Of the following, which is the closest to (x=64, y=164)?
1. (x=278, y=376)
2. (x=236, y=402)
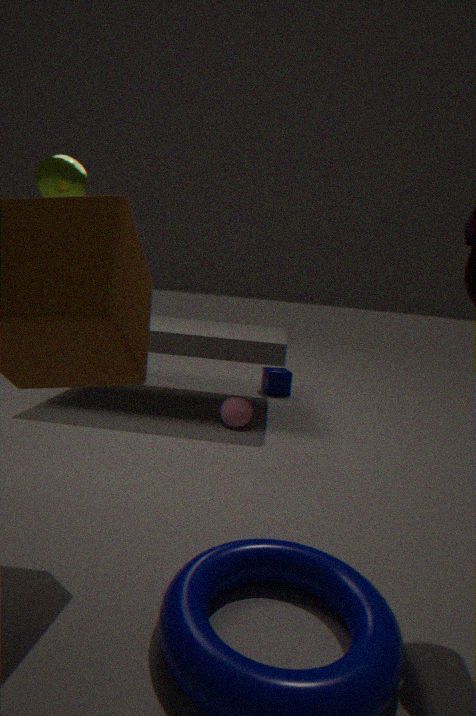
(x=236, y=402)
